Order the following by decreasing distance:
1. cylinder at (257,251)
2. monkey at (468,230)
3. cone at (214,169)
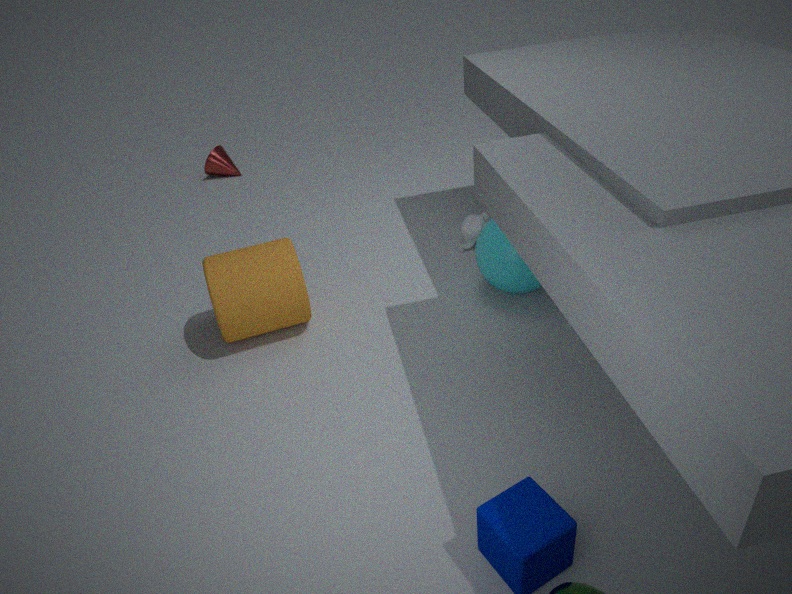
cone at (214,169)
monkey at (468,230)
cylinder at (257,251)
